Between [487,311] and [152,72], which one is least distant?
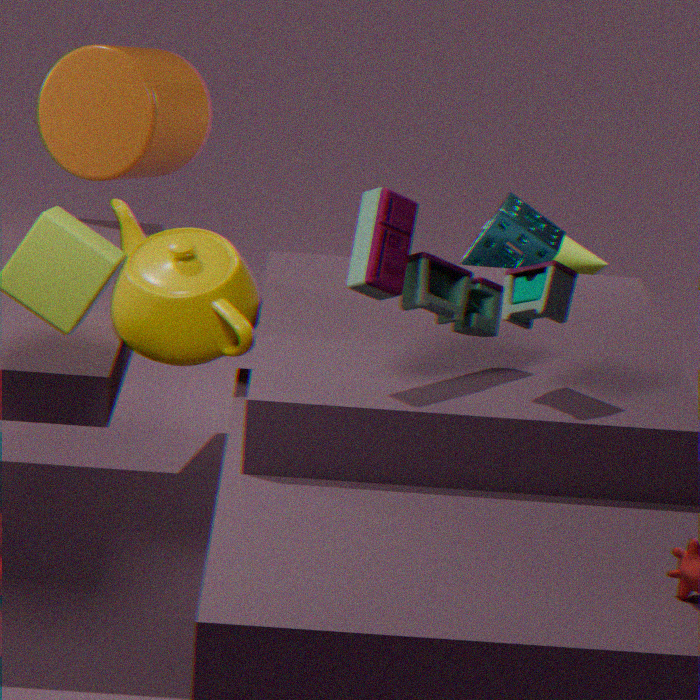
[487,311]
